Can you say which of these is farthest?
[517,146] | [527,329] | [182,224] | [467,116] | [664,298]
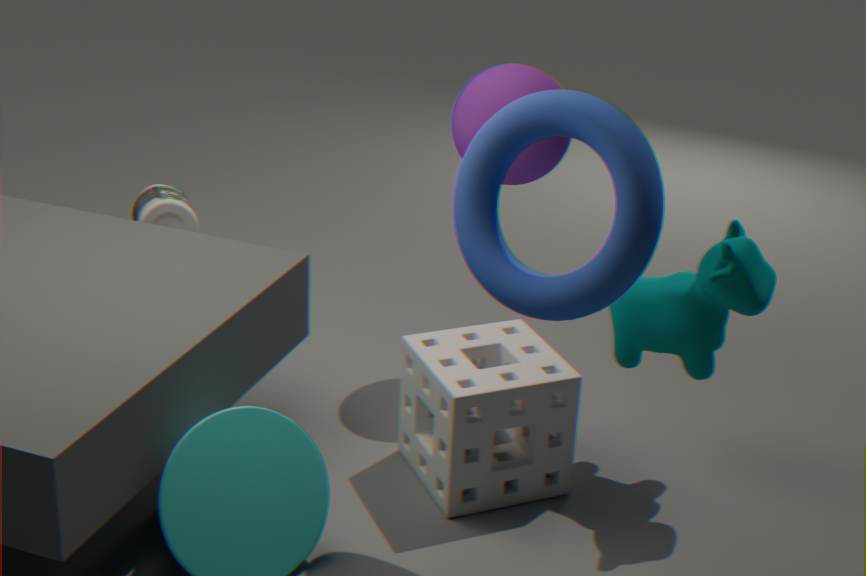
[182,224]
